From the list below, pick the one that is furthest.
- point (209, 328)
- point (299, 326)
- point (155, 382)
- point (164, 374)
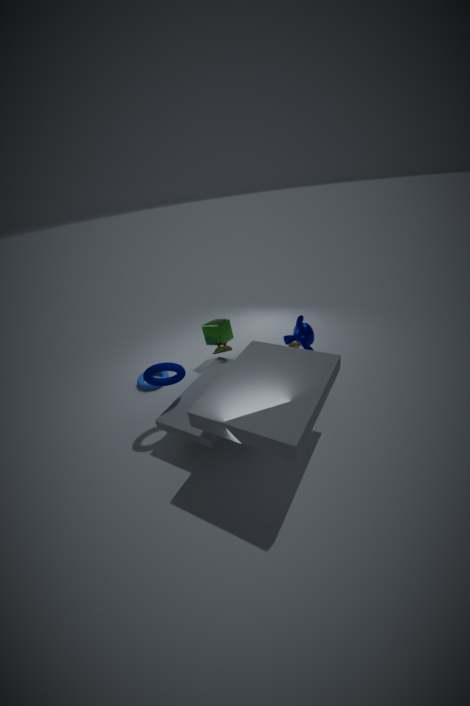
point (164, 374)
